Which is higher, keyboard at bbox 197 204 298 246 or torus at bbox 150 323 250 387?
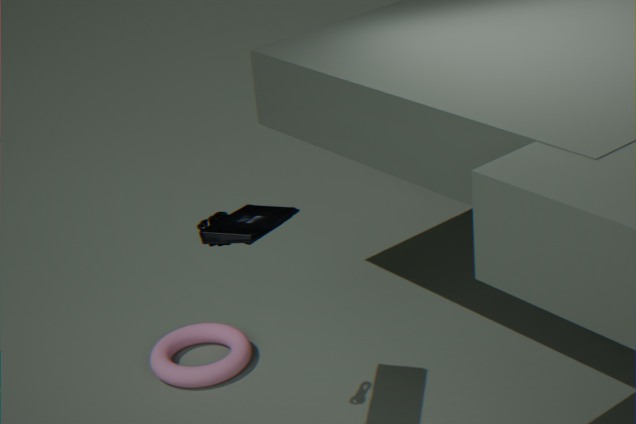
keyboard at bbox 197 204 298 246
